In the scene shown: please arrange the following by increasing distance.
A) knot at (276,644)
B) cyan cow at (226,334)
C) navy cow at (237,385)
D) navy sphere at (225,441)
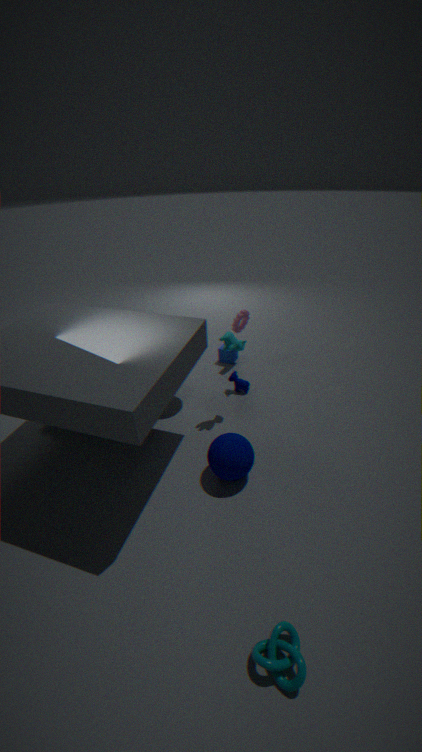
knot at (276,644) < navy sphere at (225,441) < cyan cow at (226,334) < navy cow at (237,385)
